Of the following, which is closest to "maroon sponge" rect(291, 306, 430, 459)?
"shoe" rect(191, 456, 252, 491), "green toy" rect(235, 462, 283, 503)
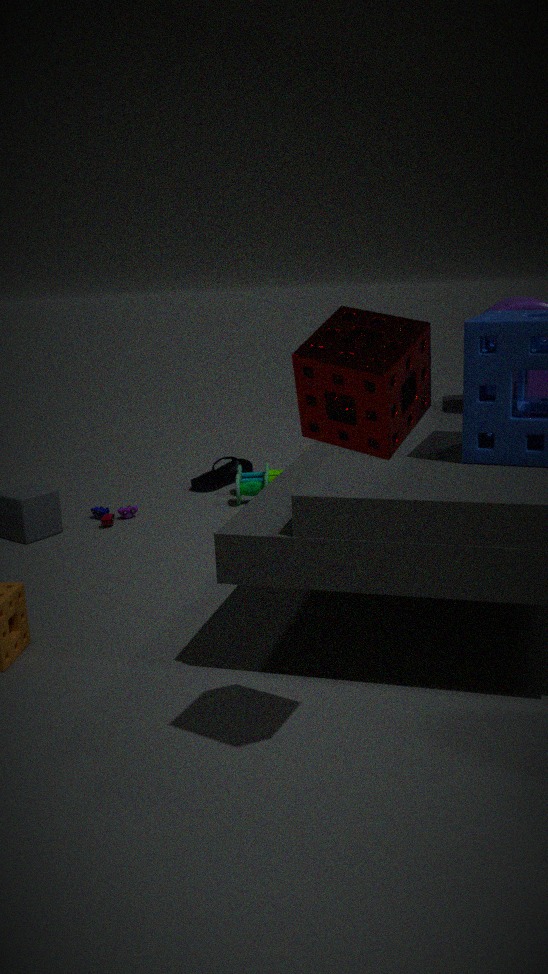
"green toy" rect(235, 462, 283, 503)
